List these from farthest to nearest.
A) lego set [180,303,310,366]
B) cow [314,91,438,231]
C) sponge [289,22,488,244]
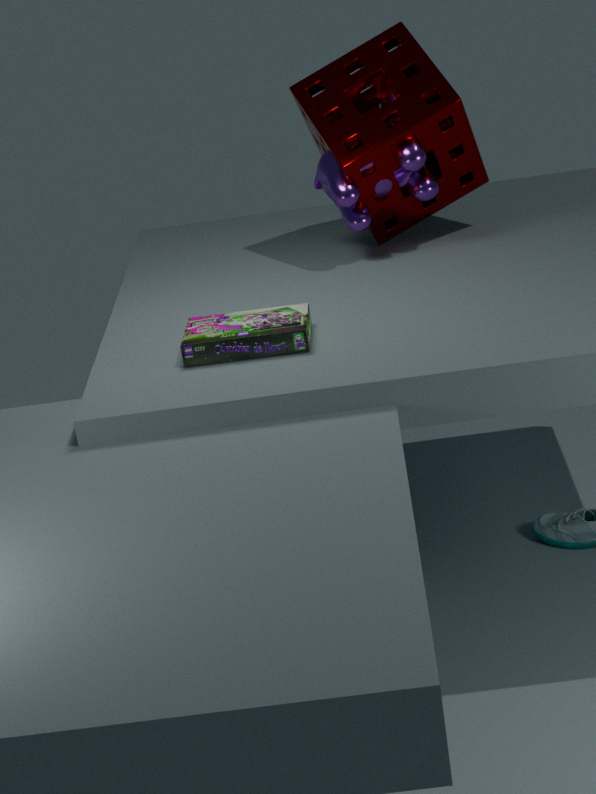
cow [314,91,438,231], sponge [289,22,488,244], lego set [180,303,310,366]
